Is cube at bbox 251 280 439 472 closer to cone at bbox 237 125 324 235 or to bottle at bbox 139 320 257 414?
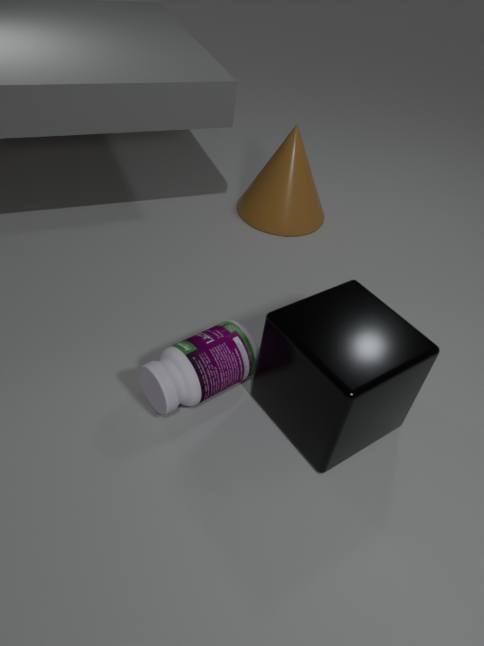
bottle at bbox 139 320 257 414
